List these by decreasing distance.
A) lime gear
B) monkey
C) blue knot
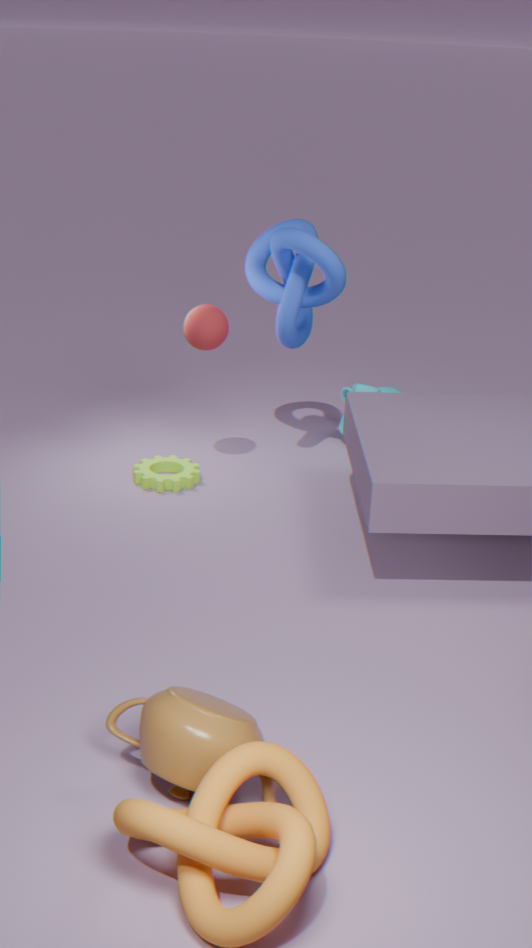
monkey, lime gear, blue knot
